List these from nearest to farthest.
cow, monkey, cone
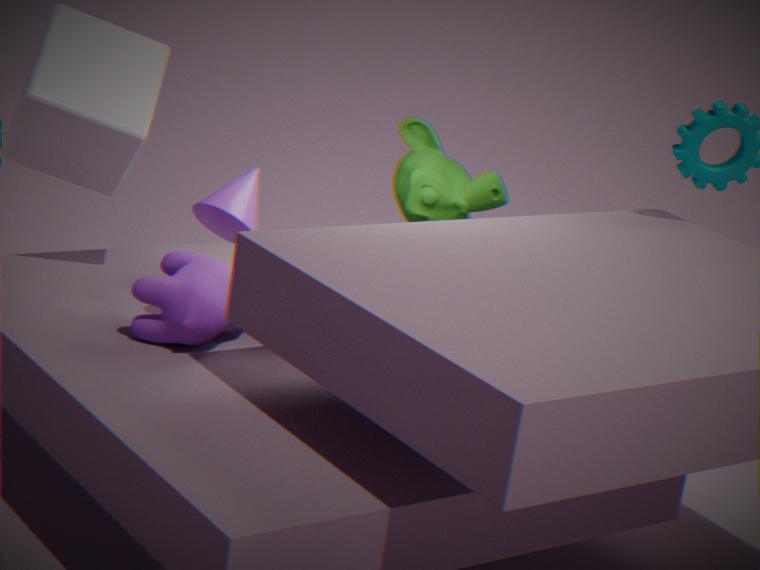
1. cow
2. cone
3. monkey
